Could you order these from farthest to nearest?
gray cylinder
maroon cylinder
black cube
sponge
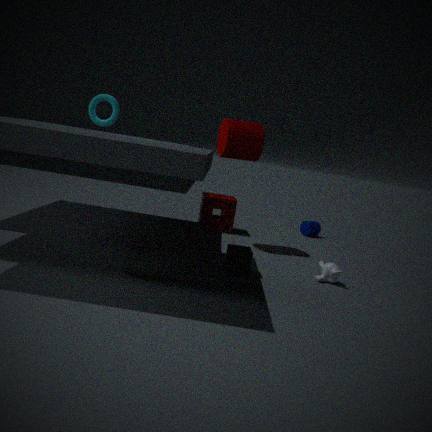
sponge → maroon cylinder → black cube → gray cylinder
